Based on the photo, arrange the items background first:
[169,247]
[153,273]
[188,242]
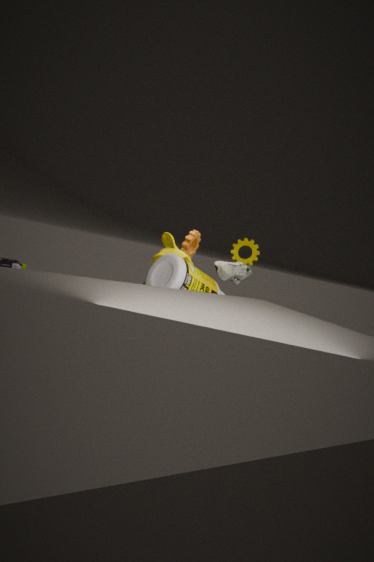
[188,242]
[169,247]
[153,273]
